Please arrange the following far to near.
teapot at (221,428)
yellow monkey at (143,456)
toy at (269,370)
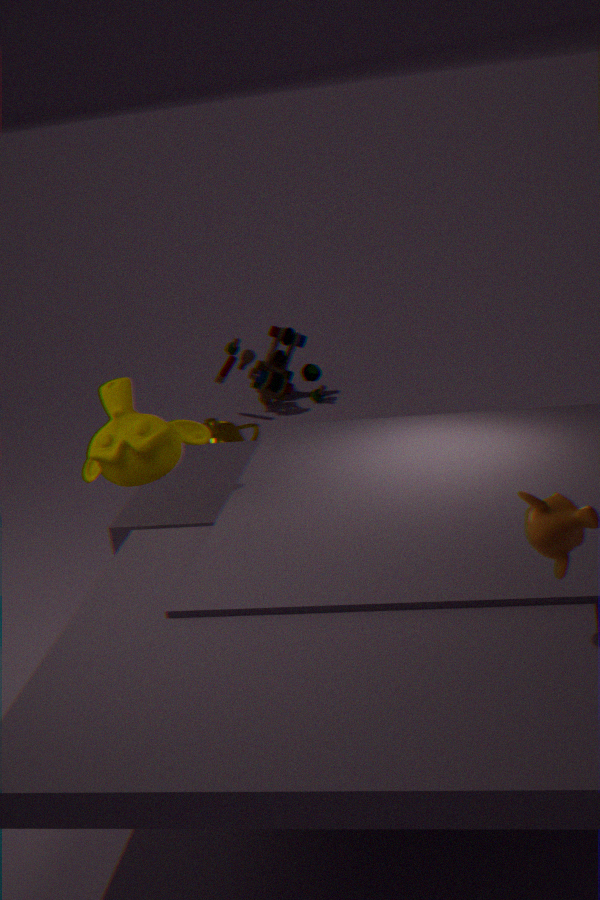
toy at (269,370) < teapot at (221,428) < yellow monkey at (143,456)
